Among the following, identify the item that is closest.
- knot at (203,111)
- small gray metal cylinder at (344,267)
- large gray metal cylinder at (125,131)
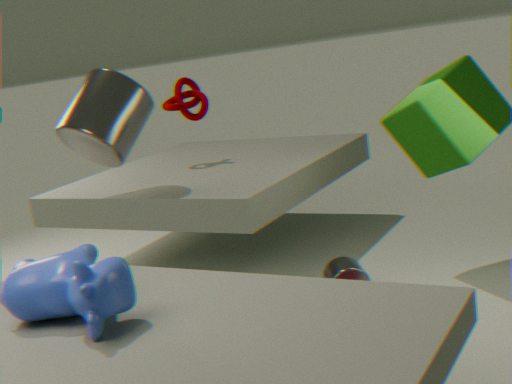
small gray metal cylinder at (344,267)
